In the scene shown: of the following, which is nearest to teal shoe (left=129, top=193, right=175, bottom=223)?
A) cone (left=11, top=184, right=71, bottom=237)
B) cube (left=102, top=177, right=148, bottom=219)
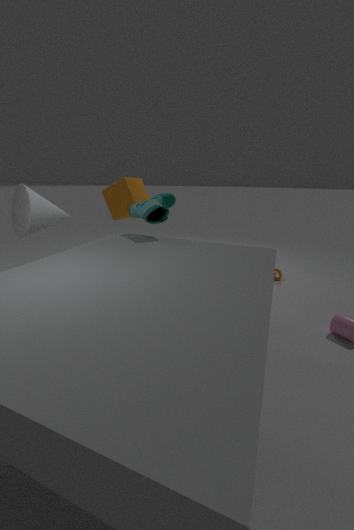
cube (left=102, top=177, right=148, bottom=219)
